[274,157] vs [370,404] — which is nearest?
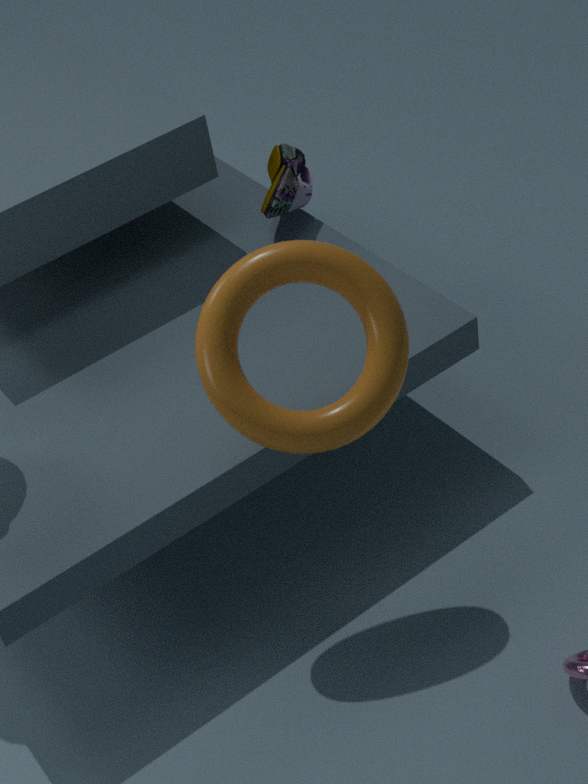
[370,404]
